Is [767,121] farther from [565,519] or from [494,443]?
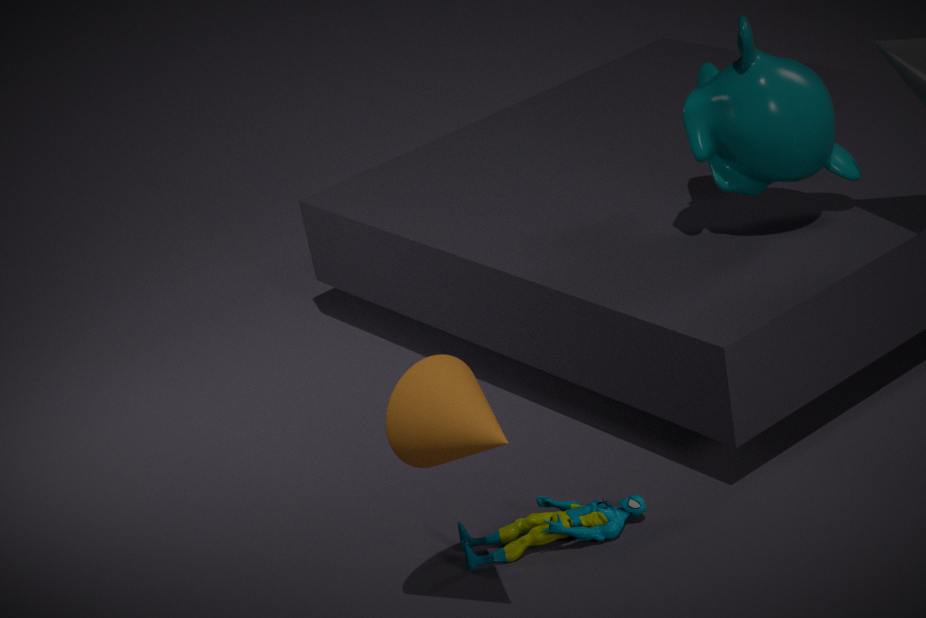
[494,443]
